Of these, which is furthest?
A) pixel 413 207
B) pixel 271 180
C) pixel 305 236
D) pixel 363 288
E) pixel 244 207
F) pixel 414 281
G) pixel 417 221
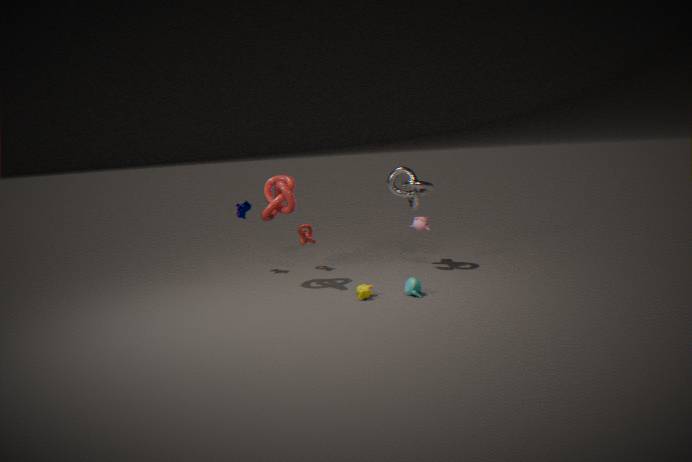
pixel 305 236
